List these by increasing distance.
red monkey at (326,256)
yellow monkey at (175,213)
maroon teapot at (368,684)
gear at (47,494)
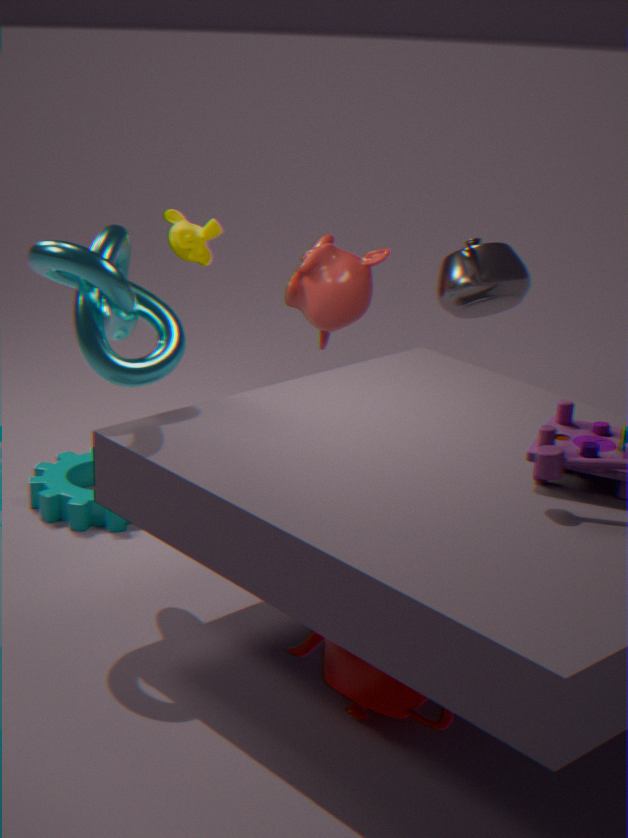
maroon teapot at (368,684)
gear at (47,494)
yellow monkey at (175,213)
red monkey at (326,256)
